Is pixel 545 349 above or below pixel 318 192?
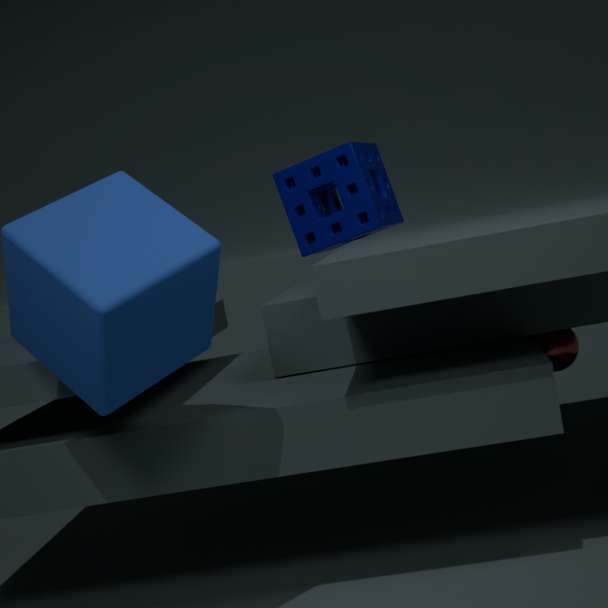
below
